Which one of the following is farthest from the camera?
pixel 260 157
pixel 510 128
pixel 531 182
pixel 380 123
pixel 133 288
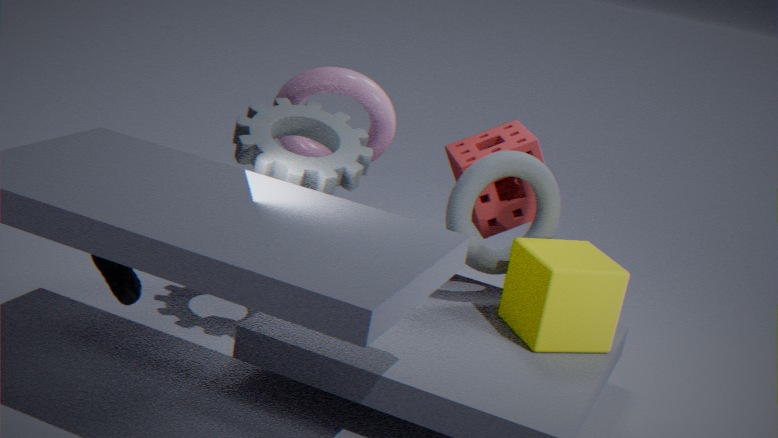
pixel 510 128
